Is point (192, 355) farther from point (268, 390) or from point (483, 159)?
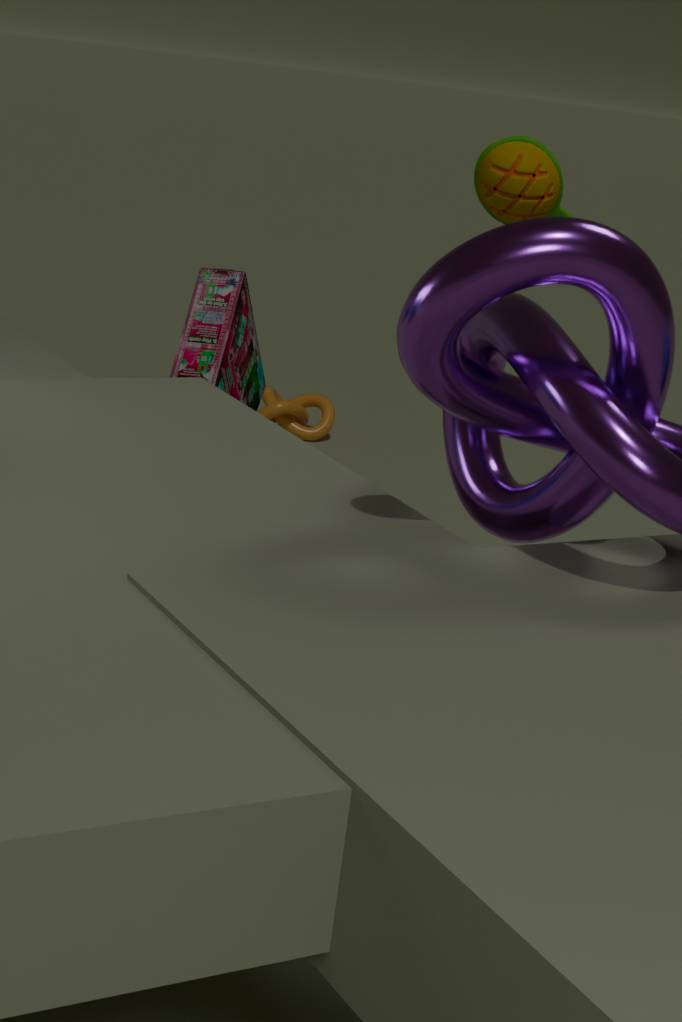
point (268, 390)
